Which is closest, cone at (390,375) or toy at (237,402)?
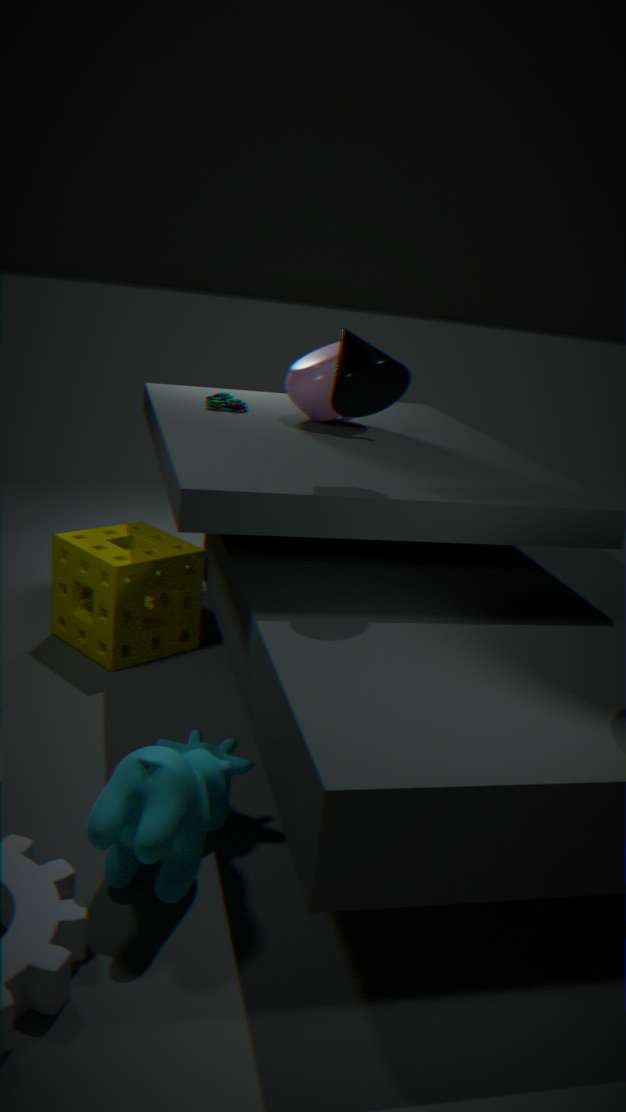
cone at (390,375)
